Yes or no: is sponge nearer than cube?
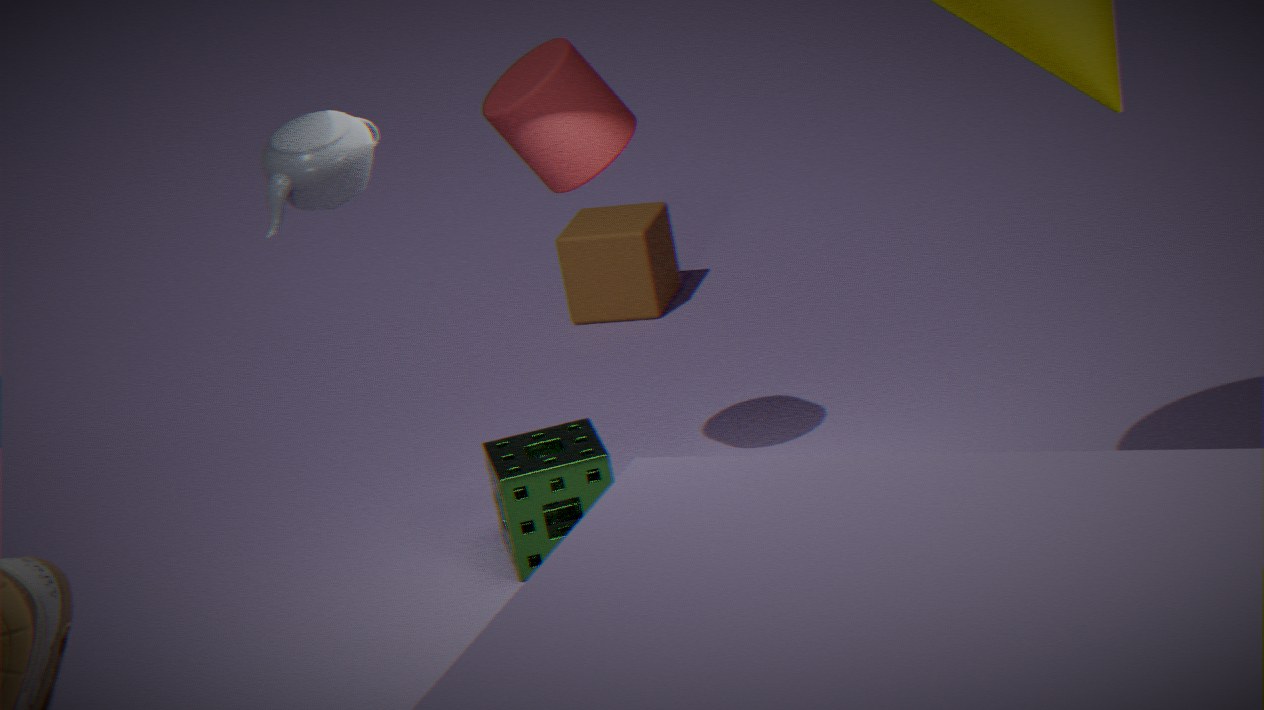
Yes
